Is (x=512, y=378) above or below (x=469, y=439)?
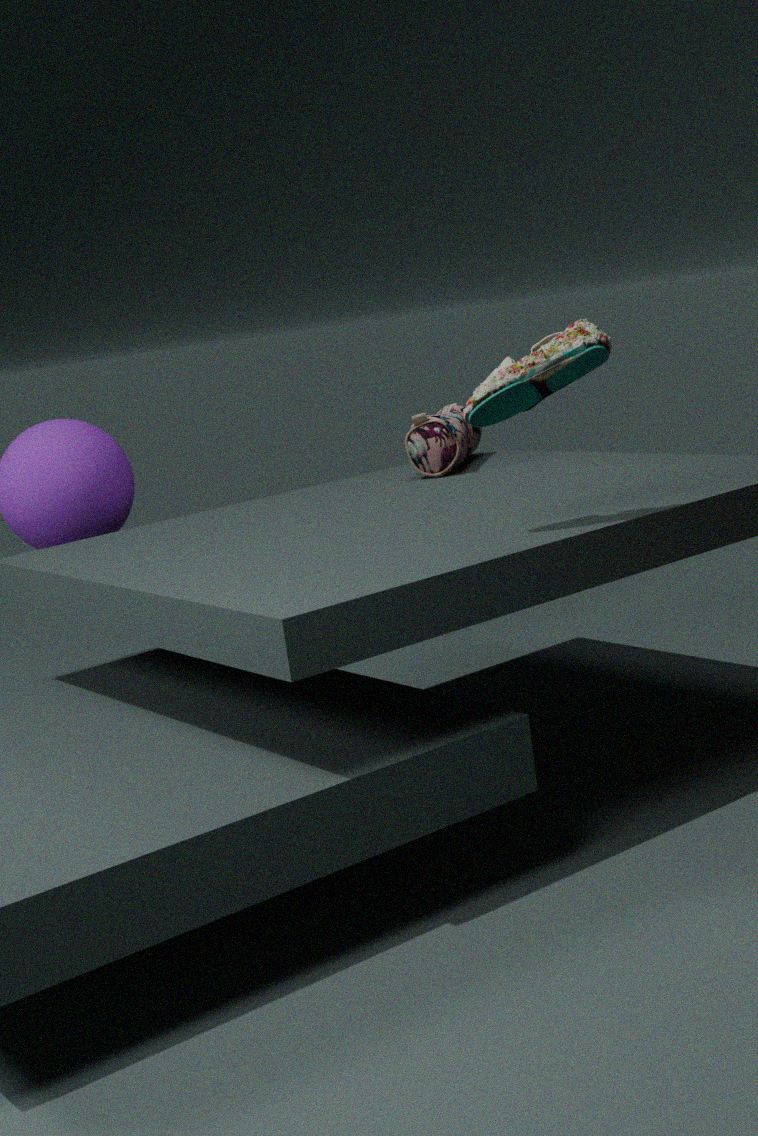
above
